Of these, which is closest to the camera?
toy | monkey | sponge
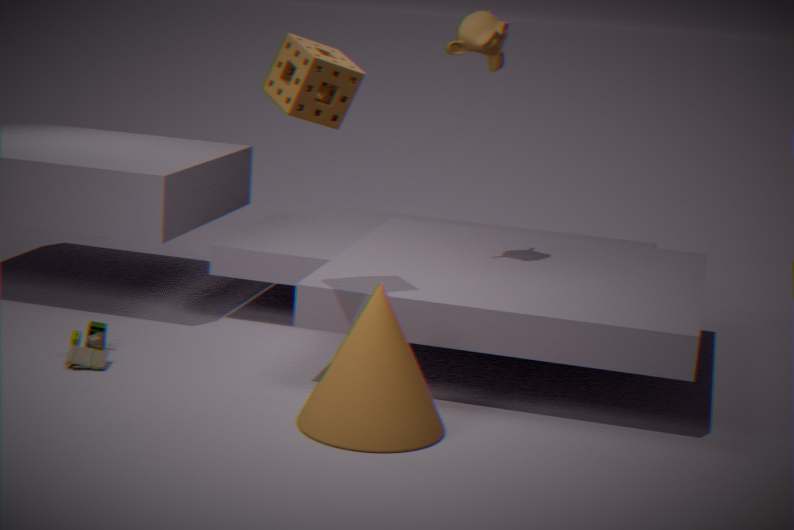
sponge
